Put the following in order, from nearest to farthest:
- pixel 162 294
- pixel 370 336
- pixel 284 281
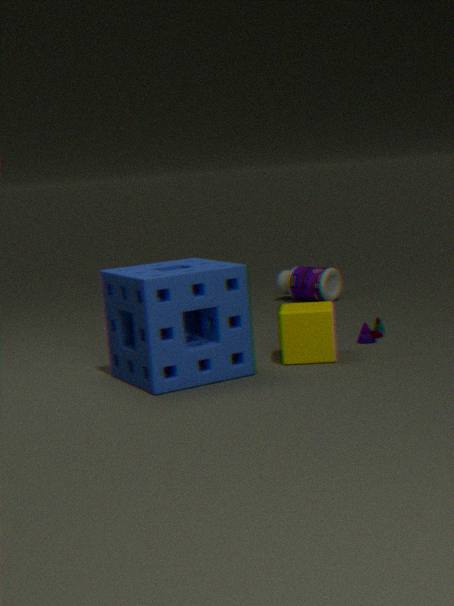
pixel 162 294
pixel 370 336
pixel 284 281
